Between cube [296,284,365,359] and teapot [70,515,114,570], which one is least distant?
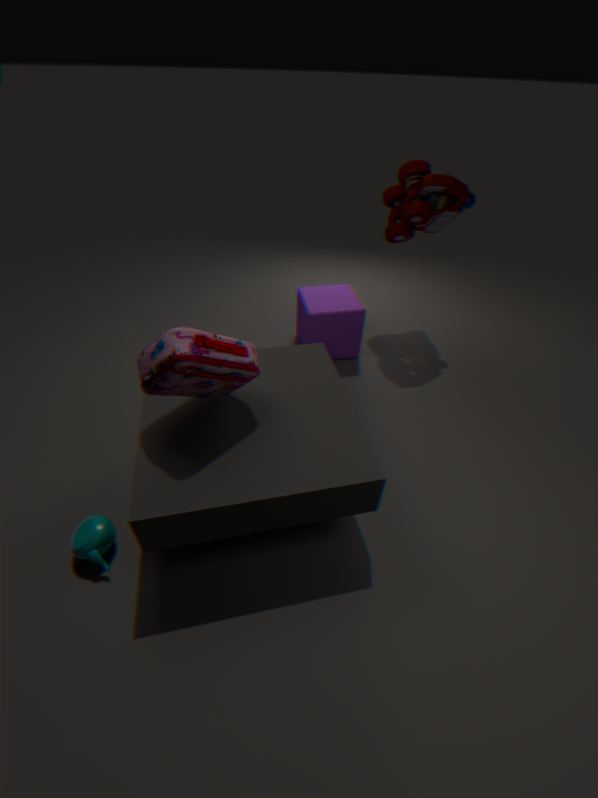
teapot [70,515,114,570]
